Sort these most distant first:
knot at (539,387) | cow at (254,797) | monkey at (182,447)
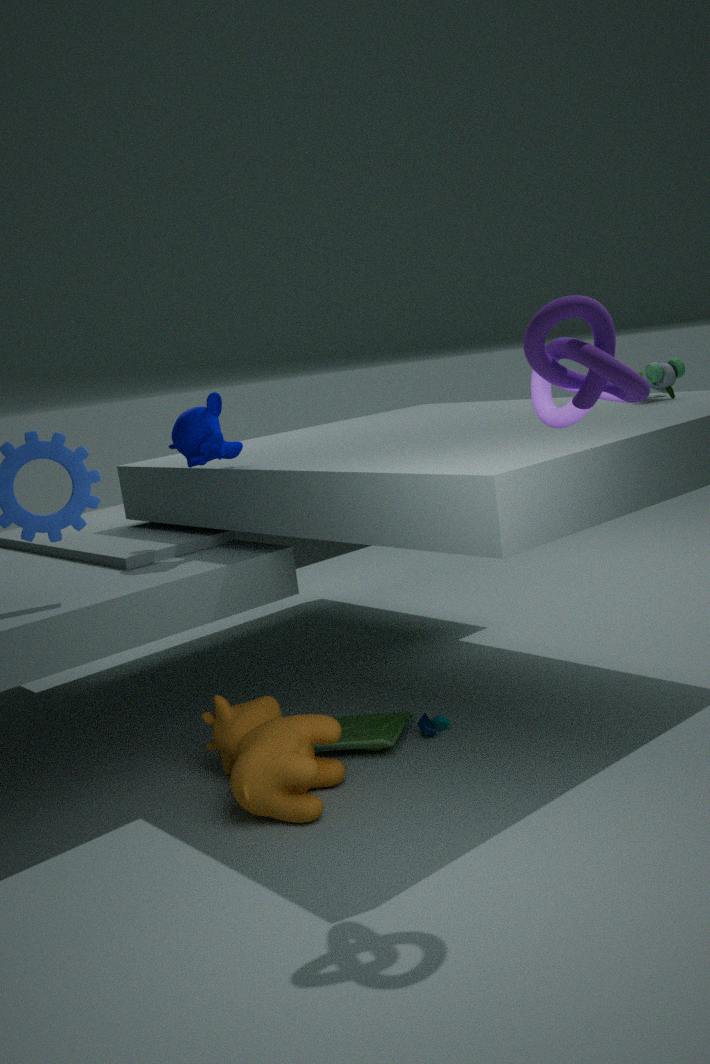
monkey at (182,447) → cow at (254,797) → knot at (539,387)
